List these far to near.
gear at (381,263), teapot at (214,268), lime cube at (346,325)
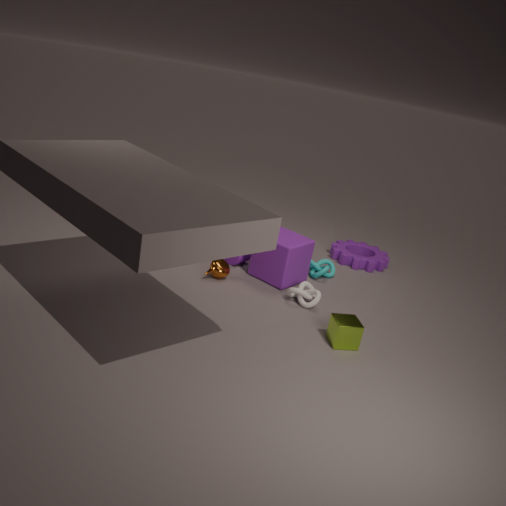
gear at (381,263) → teapot at (214,268) → lime cube at (346,325)
